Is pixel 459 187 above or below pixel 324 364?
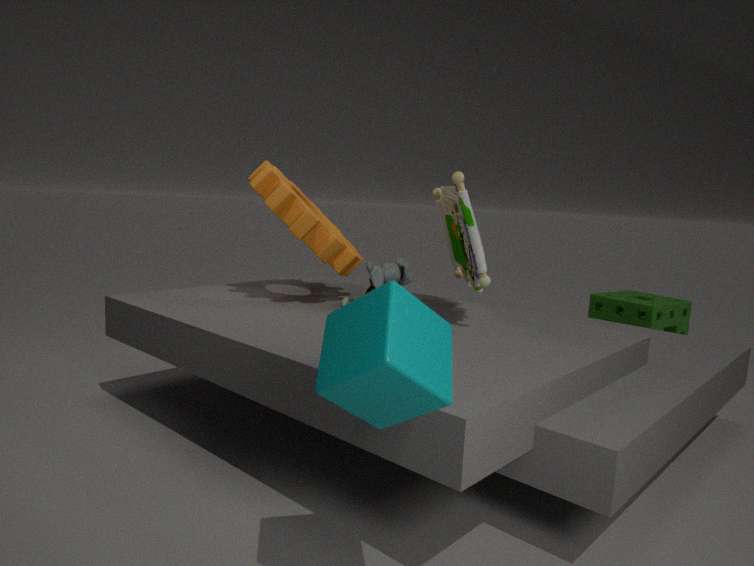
above
